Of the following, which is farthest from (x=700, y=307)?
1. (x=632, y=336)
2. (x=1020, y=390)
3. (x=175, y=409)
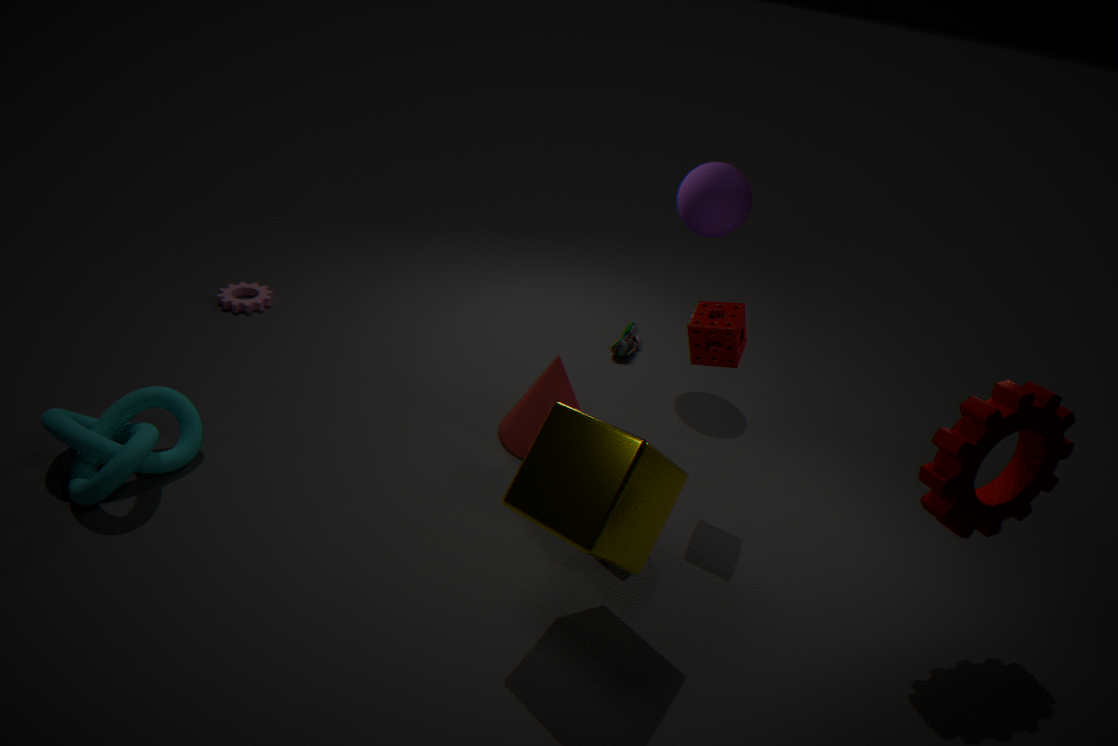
(x=175, y=409)
